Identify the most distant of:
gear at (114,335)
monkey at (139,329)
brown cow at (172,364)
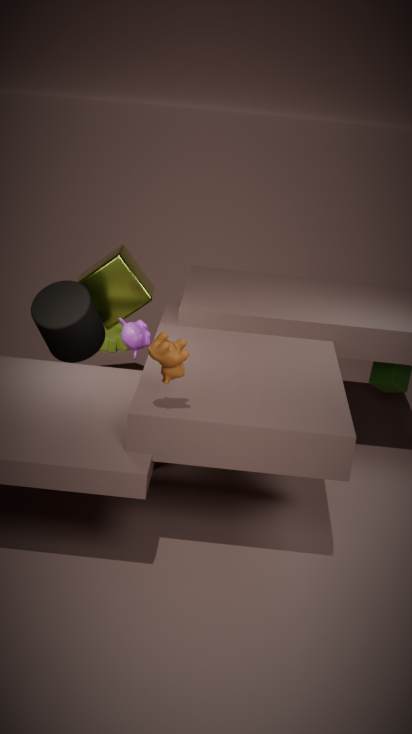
gear at (114,335)
